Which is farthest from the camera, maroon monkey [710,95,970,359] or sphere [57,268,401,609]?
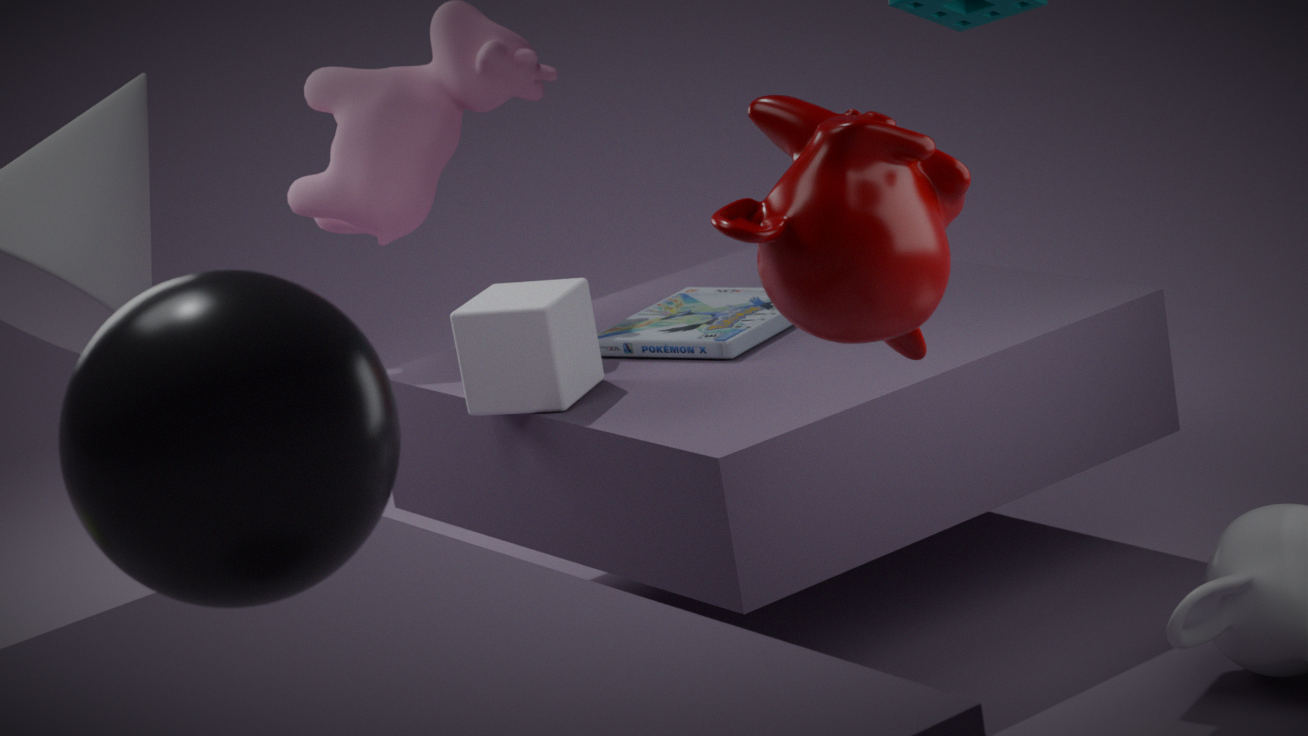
maroon monkey [710,95,970,359]
